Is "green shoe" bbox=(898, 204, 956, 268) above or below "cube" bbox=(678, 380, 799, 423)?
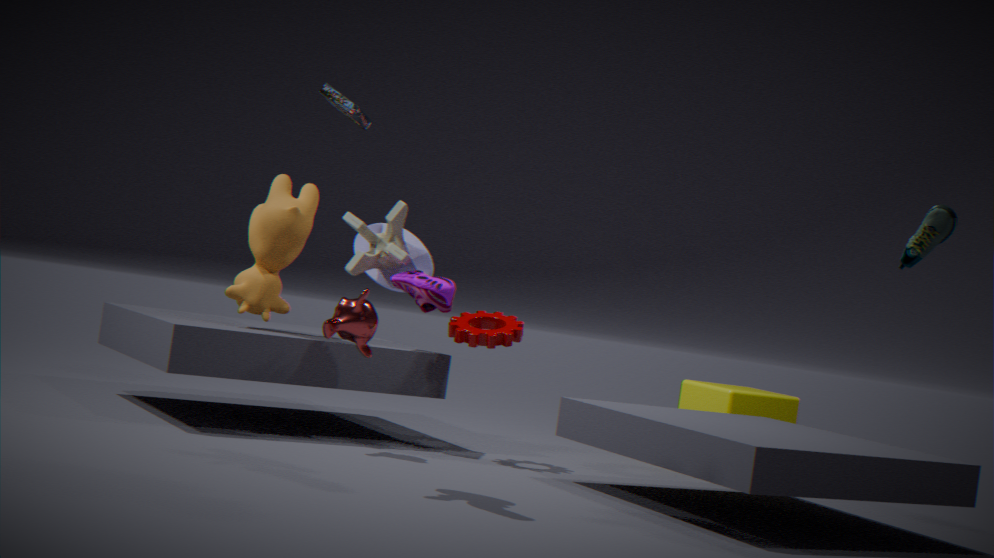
above
